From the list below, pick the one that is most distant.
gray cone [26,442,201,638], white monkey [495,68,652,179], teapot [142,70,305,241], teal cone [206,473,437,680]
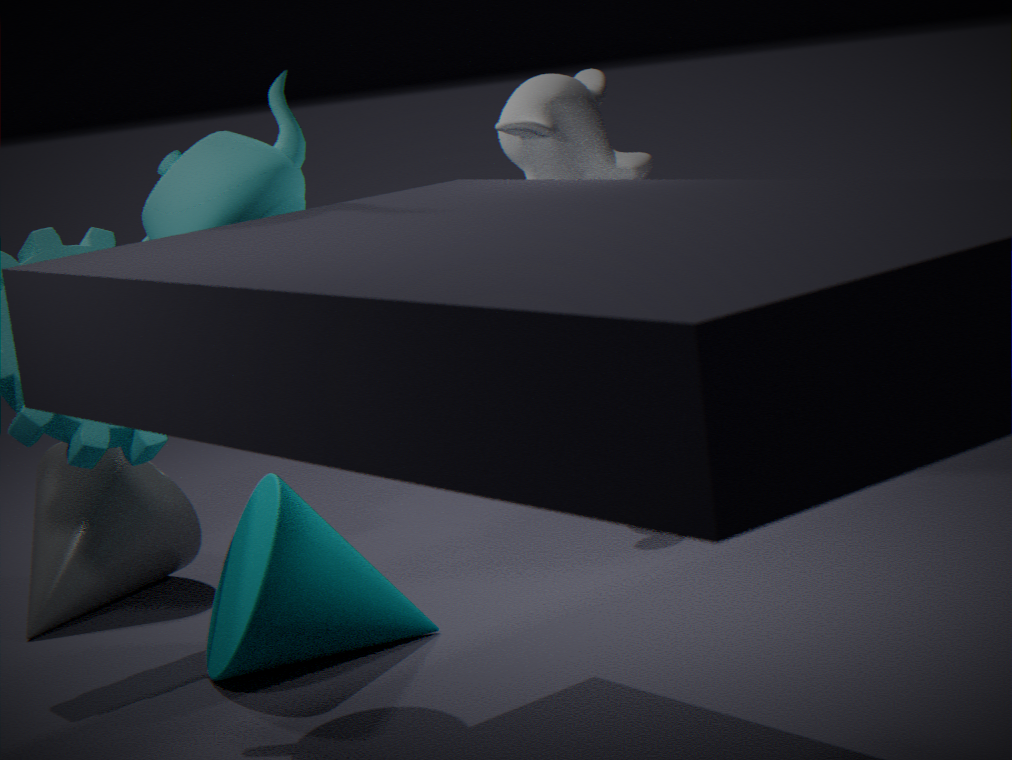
white monkey [495,68,652,179]
